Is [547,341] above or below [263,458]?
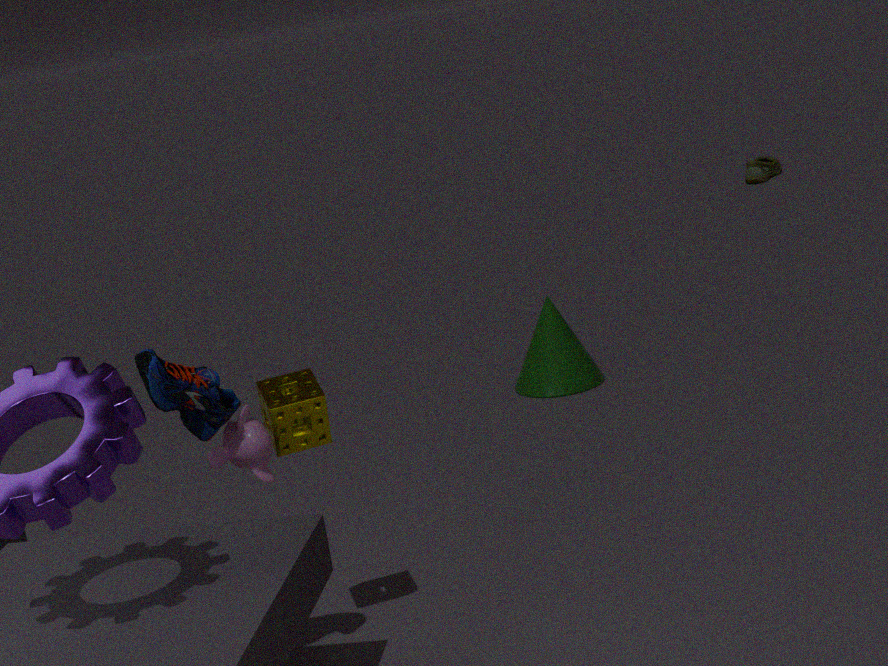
below
